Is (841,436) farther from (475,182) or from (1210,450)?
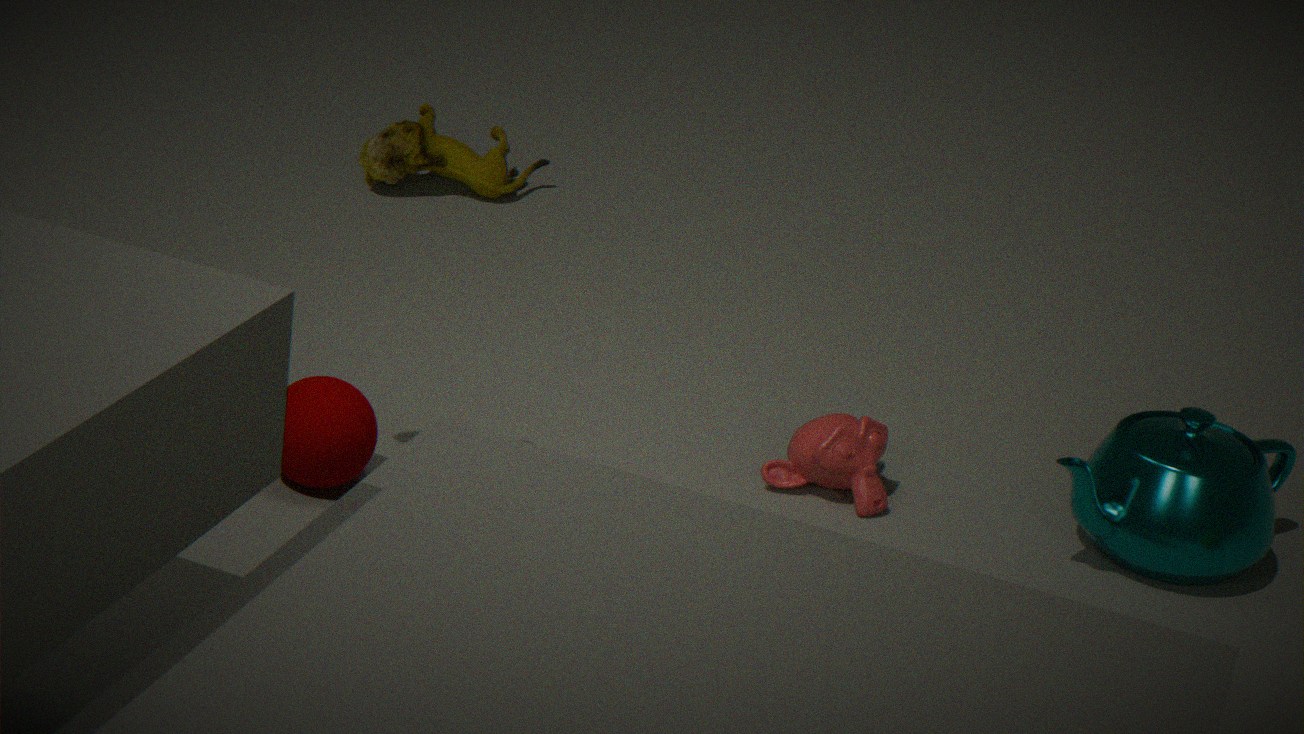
(475,182)
